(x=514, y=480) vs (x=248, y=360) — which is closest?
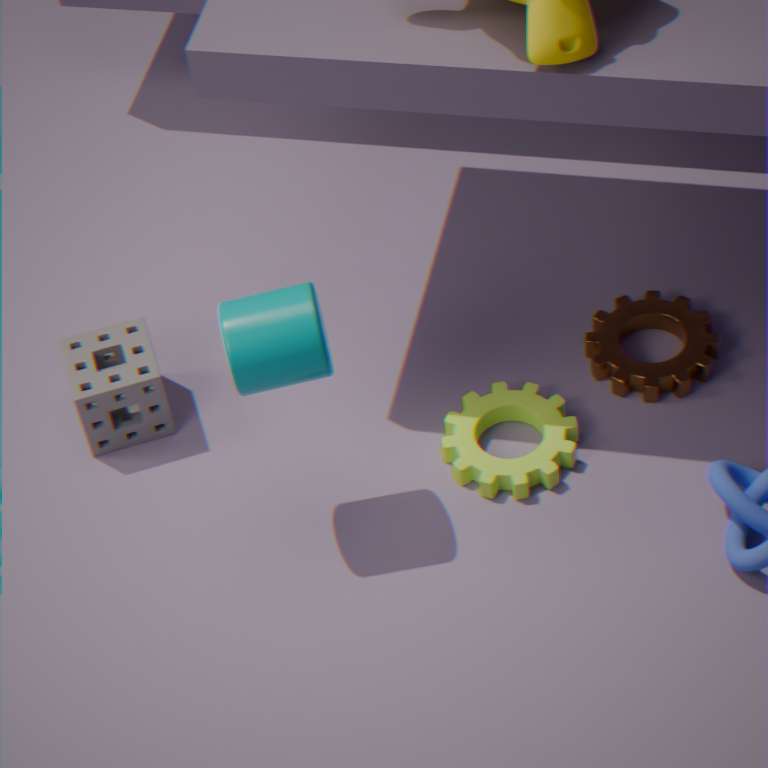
(x=248, y=360)
